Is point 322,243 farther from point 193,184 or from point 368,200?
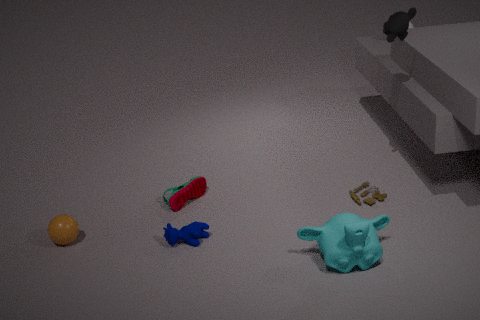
point 193,184
